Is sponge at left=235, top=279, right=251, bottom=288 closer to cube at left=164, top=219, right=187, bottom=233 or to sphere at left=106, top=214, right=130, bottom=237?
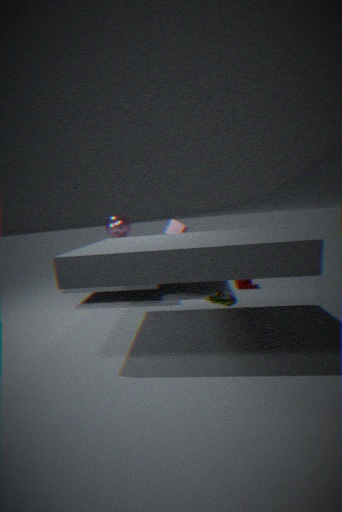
cube at left=164, top=219, right=187, bottom=233
